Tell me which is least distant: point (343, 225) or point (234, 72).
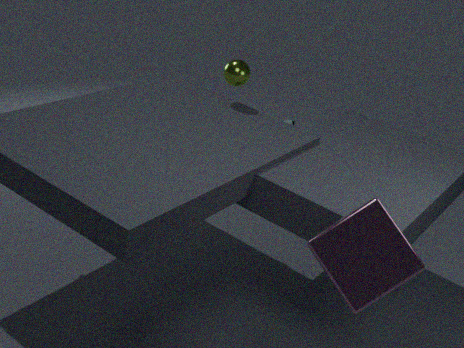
point (343, 225)
